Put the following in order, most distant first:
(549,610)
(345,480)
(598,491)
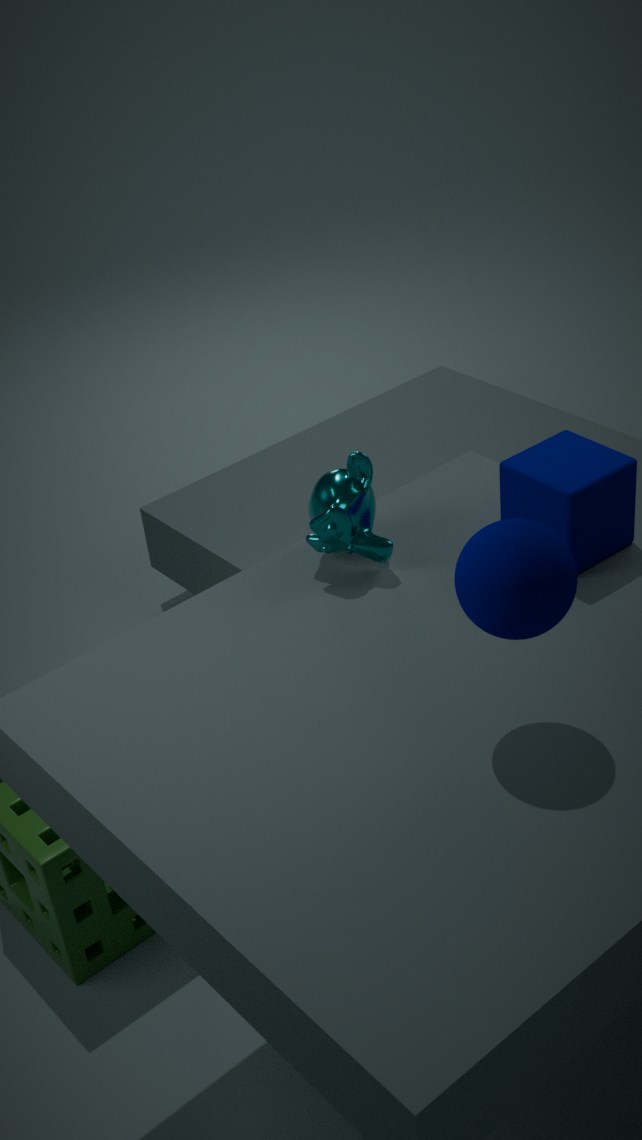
(345,480), (598,491), (549,610)
